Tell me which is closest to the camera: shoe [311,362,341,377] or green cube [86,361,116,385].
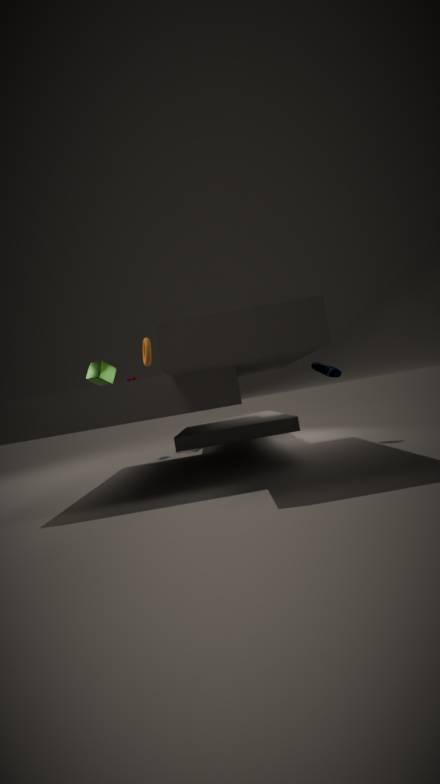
shoe [311,362,341,377]
